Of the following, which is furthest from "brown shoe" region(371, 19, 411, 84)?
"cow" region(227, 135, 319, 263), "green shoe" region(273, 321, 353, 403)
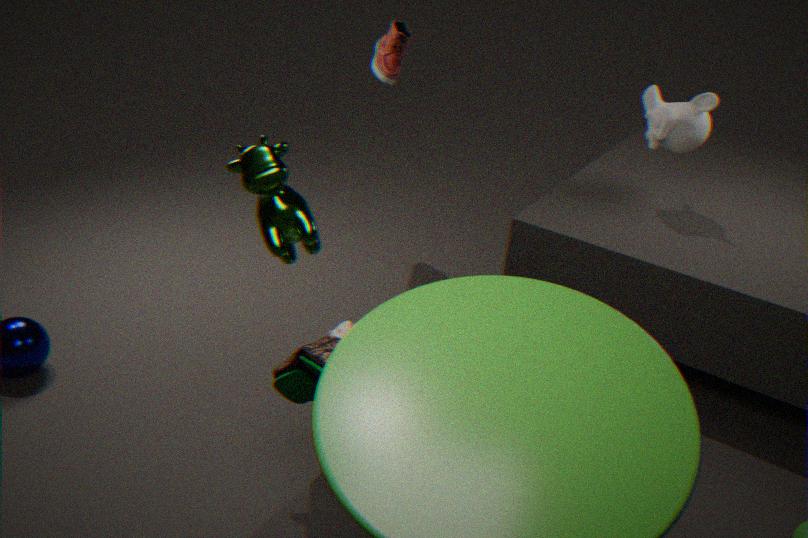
"cow" region(227, 135, 319, 263)
